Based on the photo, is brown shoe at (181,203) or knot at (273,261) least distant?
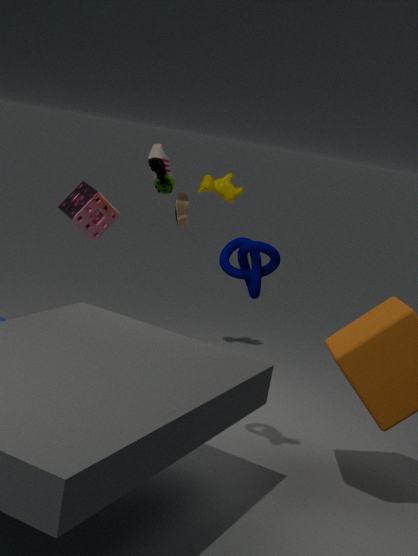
knot at (273,261)
